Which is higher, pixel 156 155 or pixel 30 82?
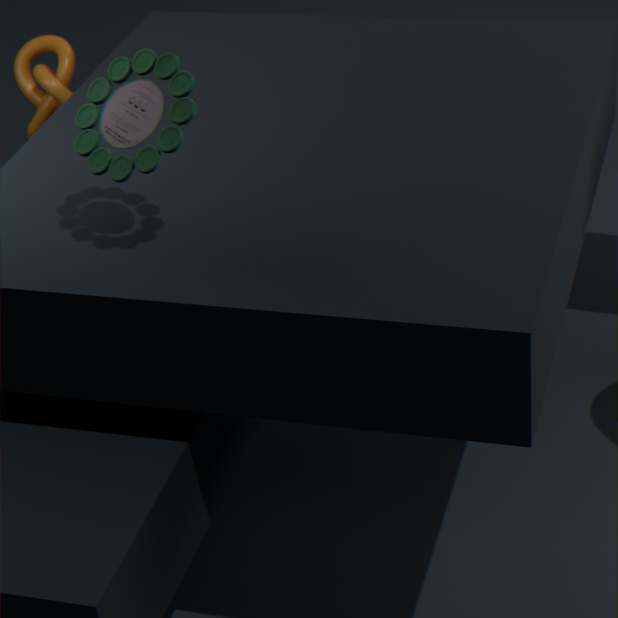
pixel 156 155
